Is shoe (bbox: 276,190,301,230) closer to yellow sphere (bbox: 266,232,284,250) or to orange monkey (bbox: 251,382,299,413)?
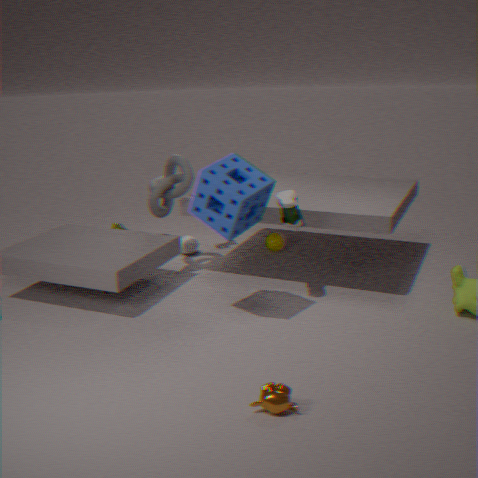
yellow sphere (bbox: 266,232,284,250)
